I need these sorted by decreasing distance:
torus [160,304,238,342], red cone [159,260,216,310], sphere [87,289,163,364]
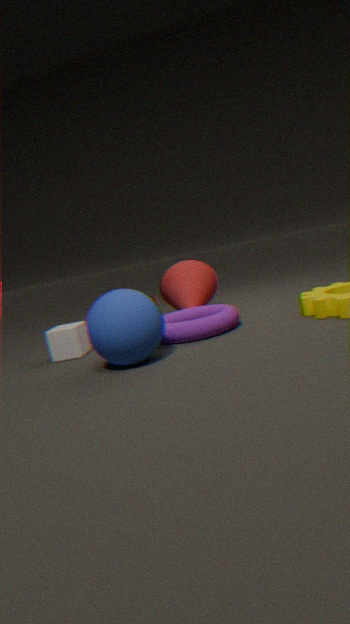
red cone [159,260,216,310] → torus [160,304,238,342] → sphere [87,289,163,364]
